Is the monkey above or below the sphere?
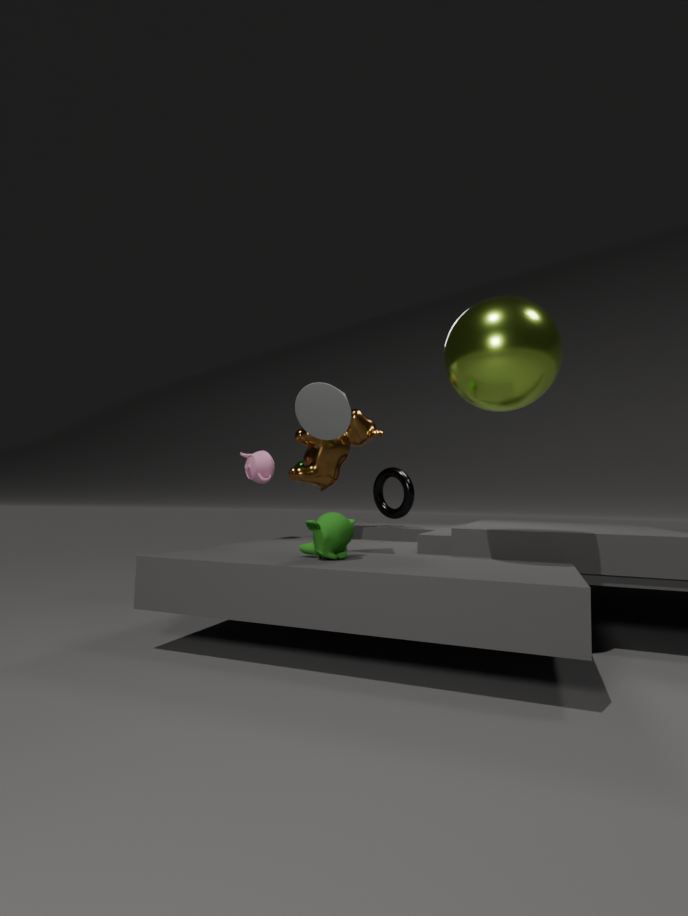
below
